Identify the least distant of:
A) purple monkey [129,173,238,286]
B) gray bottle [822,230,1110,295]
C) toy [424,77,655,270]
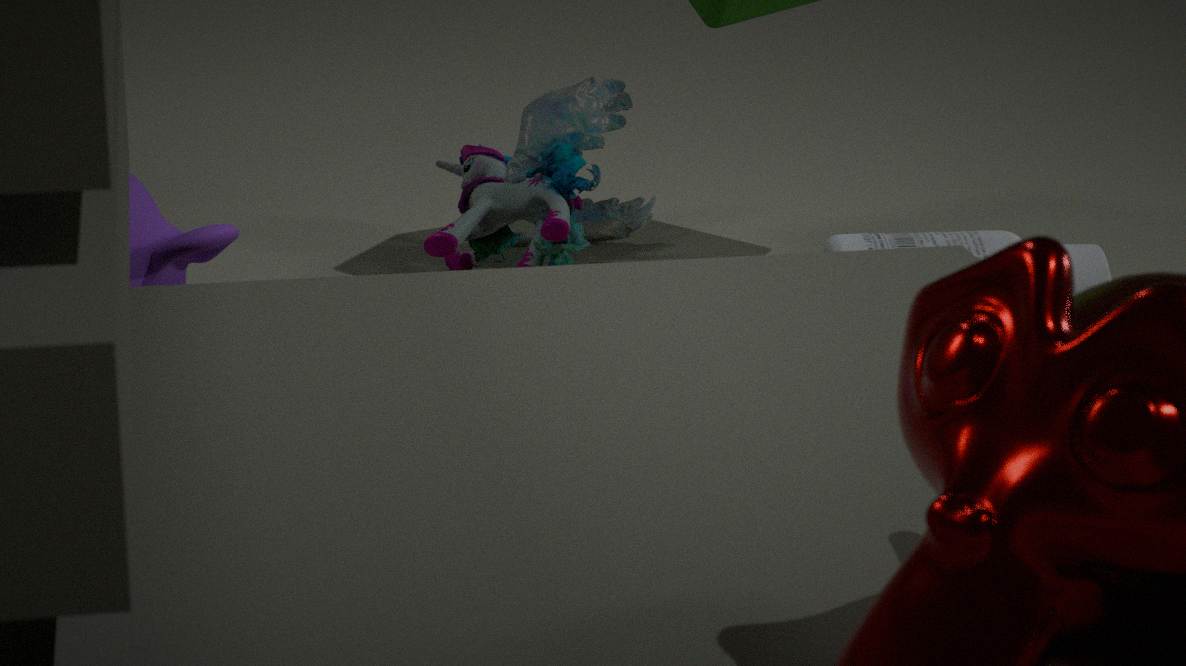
purple monkey [129,173,238,286]
